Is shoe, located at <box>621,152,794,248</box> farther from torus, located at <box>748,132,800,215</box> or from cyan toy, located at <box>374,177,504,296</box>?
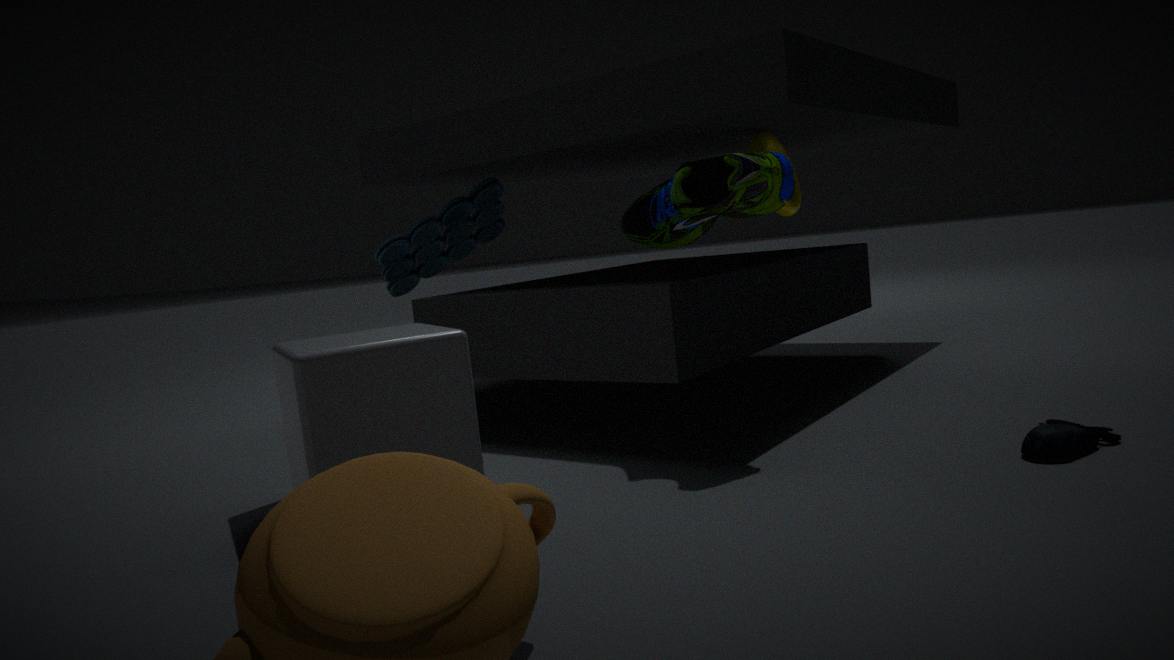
cyan toy, located at <box>374,177,504,296</box>
